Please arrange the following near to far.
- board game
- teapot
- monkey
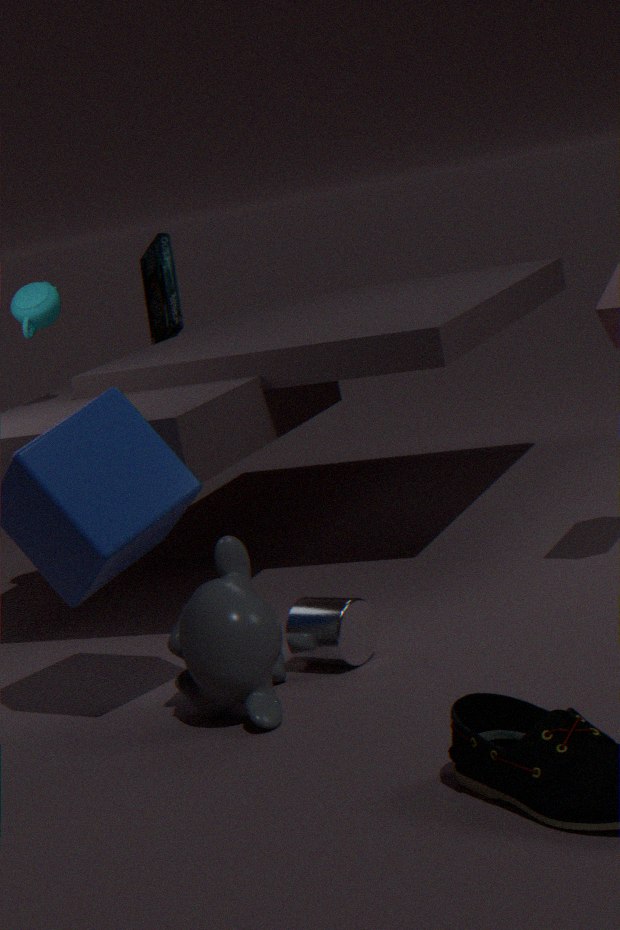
monkey, teapot, board game
